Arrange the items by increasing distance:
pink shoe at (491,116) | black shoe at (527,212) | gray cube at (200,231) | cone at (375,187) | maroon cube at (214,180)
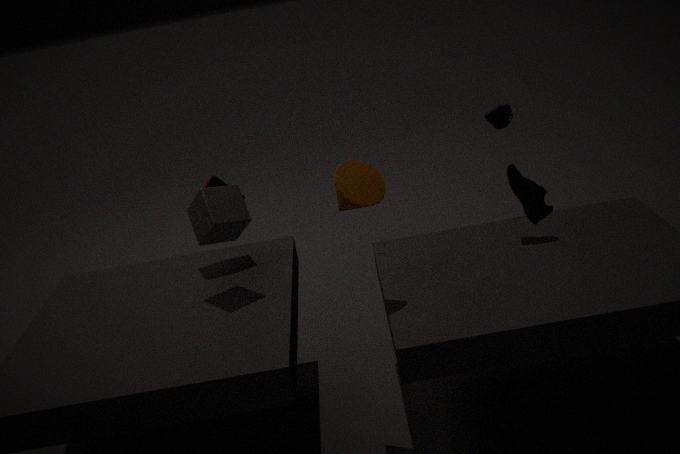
cone at (375,187) → gray cube at (200,231) → black shoe at (527,212) → maroon cube at (214,180) → pink shoe at (491,116)
